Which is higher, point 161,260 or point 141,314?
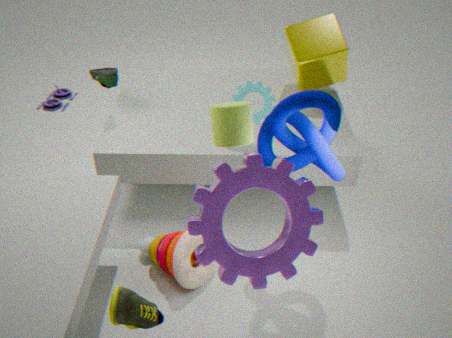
point 141,314
